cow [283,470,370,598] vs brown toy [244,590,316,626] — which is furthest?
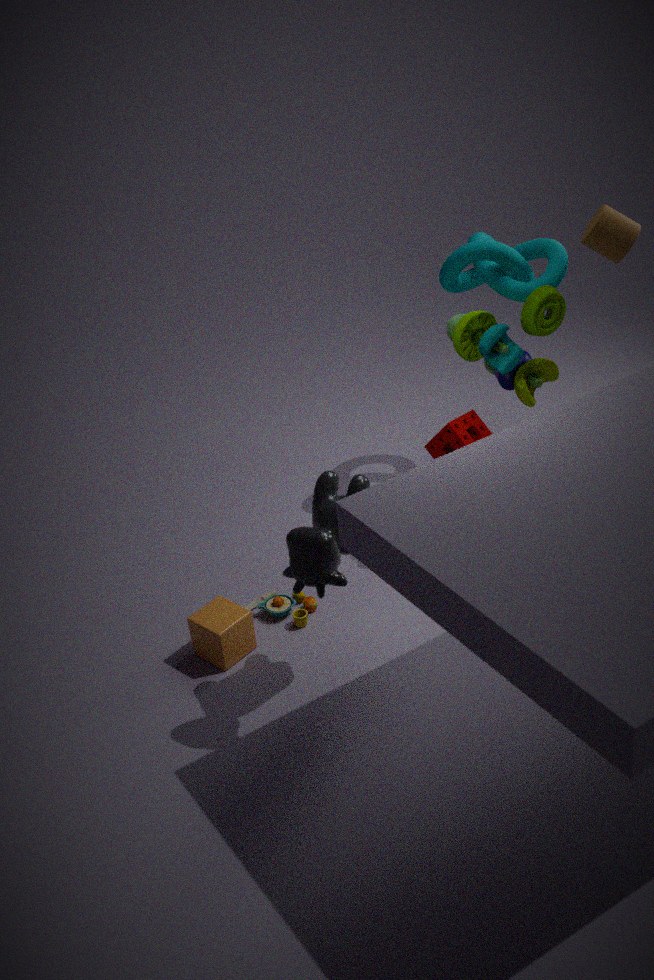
brown toy [244,590,316,626]
